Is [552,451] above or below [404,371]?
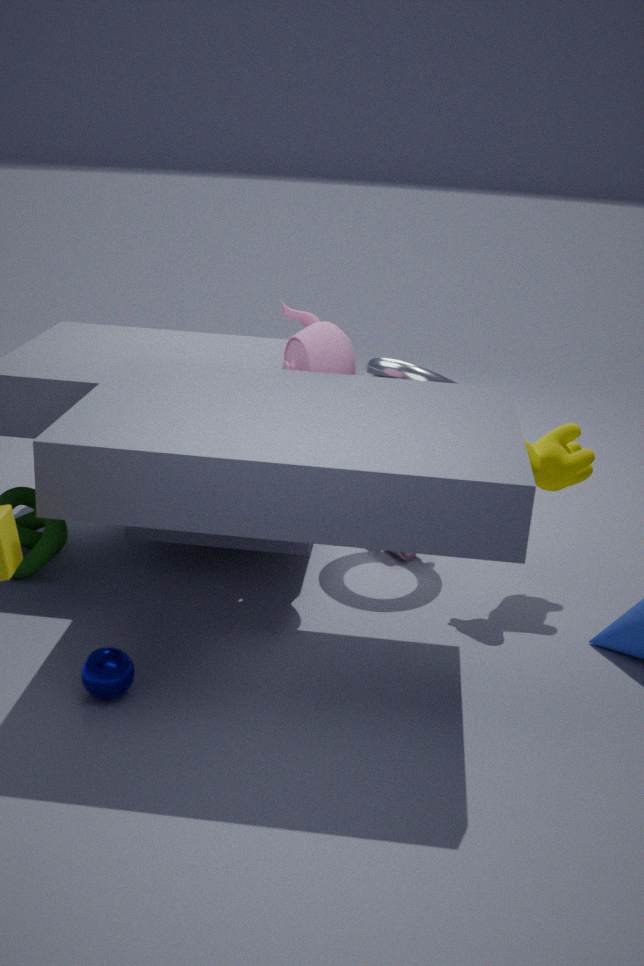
below
